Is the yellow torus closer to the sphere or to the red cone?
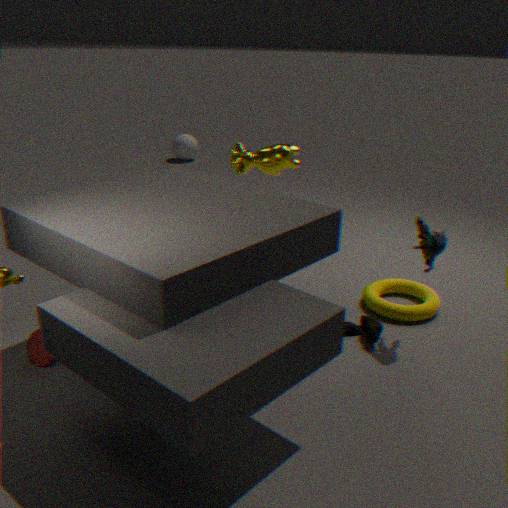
the red cone
